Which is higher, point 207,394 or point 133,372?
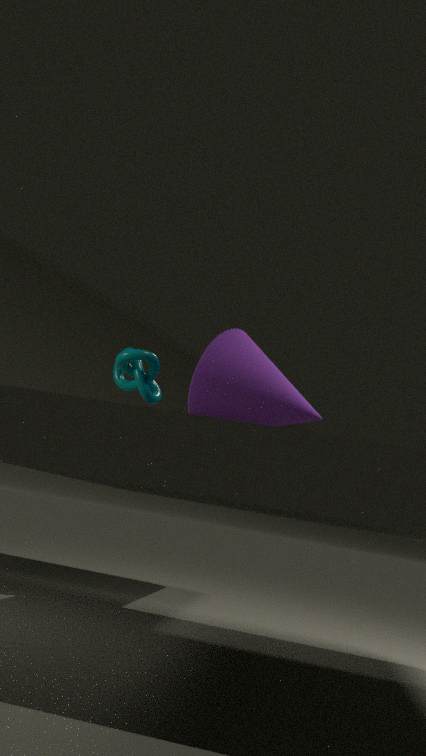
point 133,372
